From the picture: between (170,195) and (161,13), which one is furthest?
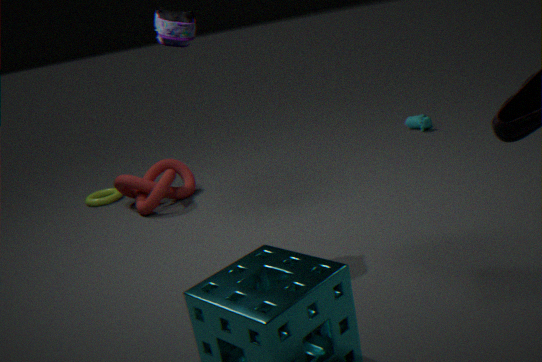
(170,195)
